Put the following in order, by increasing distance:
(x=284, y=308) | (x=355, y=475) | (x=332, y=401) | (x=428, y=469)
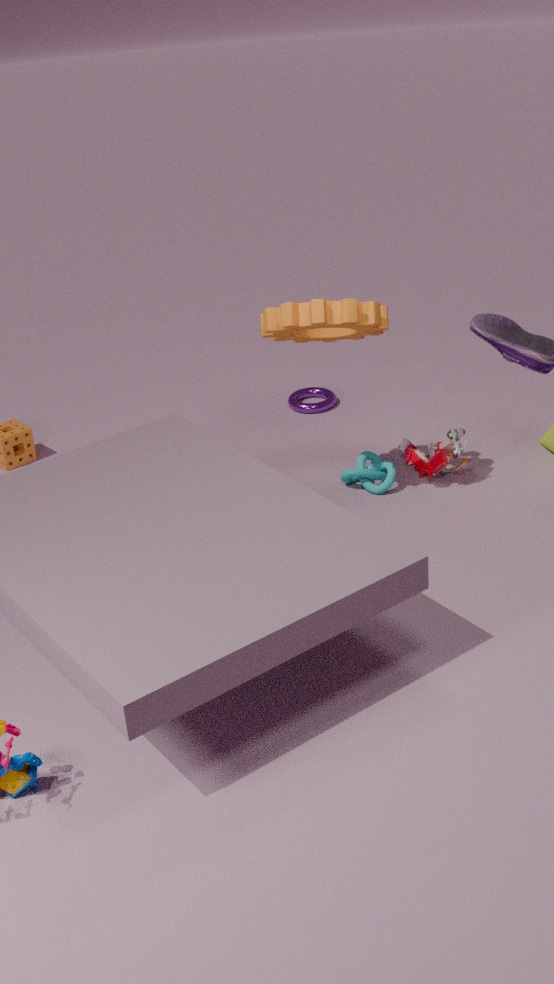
1. (x=284, y=308)
2. (x=355, y=475)
3. (x=428, y=469)
4. (x=332, y=401)
